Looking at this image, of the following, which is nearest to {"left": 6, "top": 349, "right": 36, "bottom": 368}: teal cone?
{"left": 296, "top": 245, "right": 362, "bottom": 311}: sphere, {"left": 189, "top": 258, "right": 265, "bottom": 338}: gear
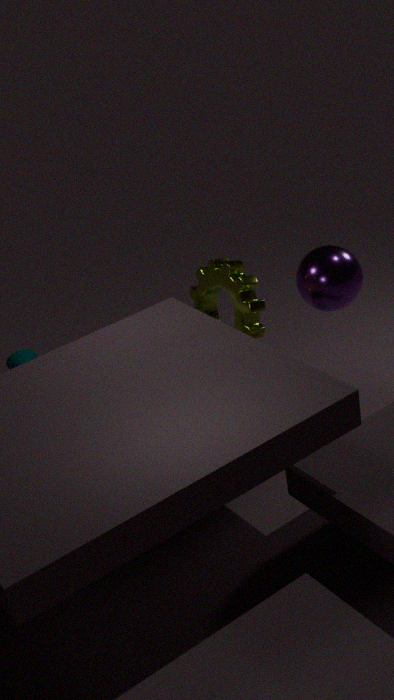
{"left": 189, "top": 258, "right": 265, "bottom": 338}: gear
